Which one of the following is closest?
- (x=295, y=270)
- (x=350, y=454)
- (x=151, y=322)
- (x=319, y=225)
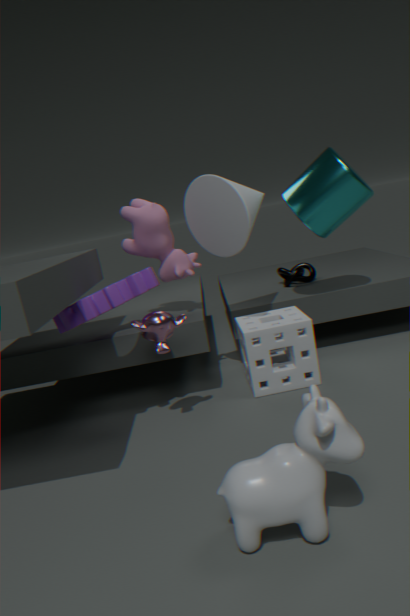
(x=350, y=454)
